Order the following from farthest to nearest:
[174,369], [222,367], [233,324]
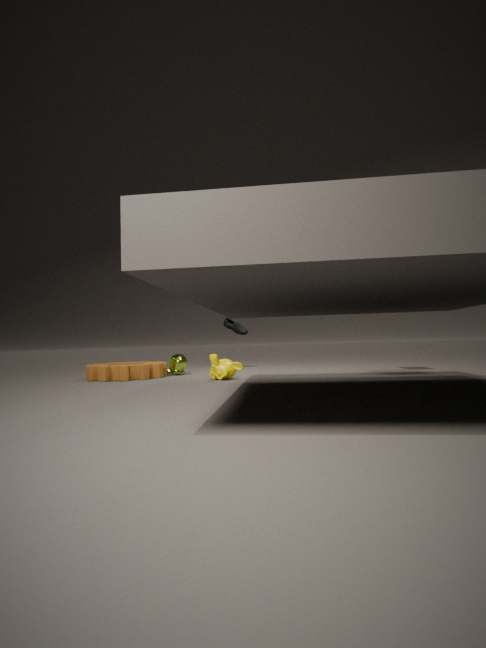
1. [233,324]
2. [174,369]
3. [222,367]
